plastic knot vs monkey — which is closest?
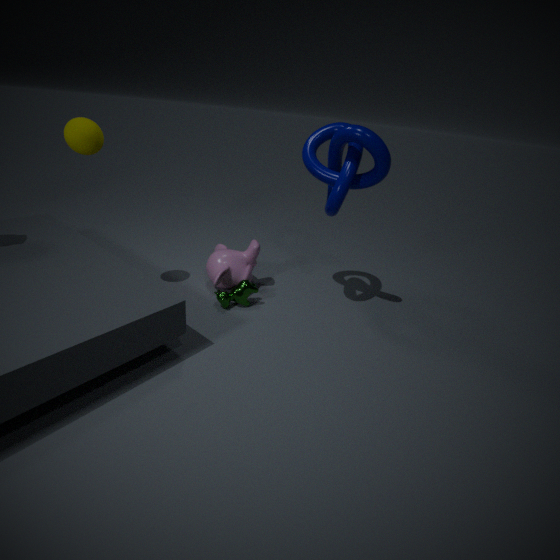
plastic knot
